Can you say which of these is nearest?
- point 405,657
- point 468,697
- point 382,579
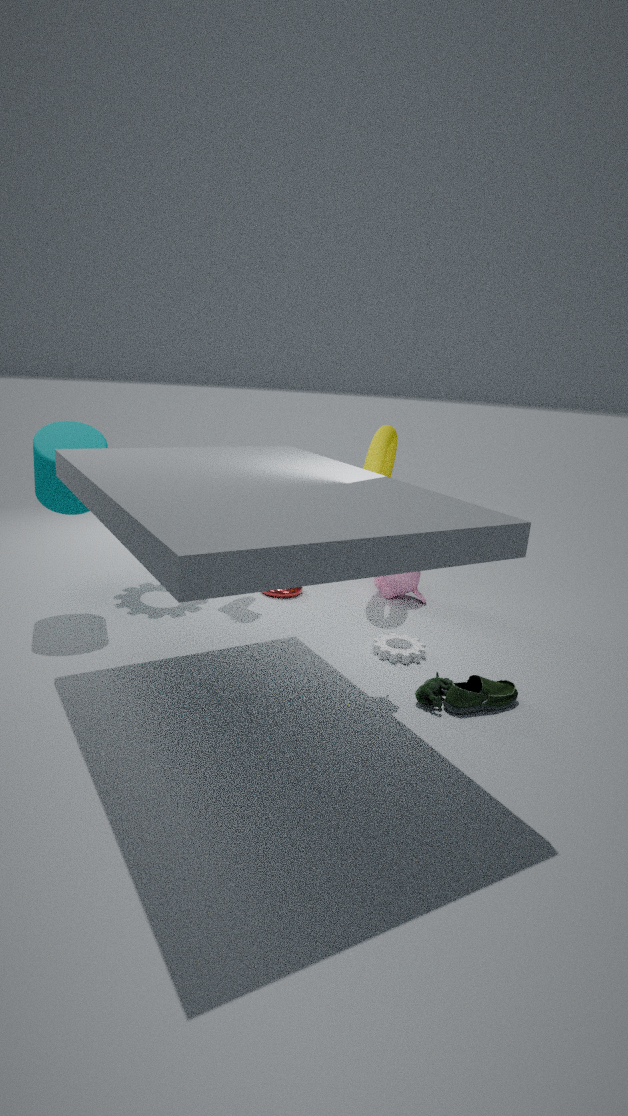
point 468,697
